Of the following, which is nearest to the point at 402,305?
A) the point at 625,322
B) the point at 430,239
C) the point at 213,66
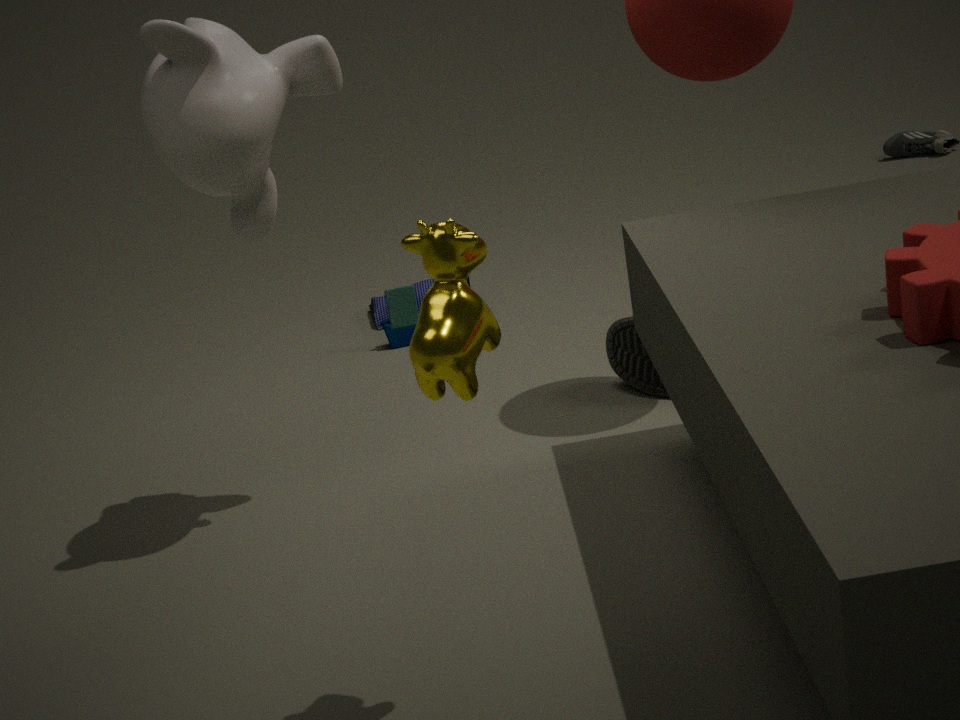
the point at 625,322
